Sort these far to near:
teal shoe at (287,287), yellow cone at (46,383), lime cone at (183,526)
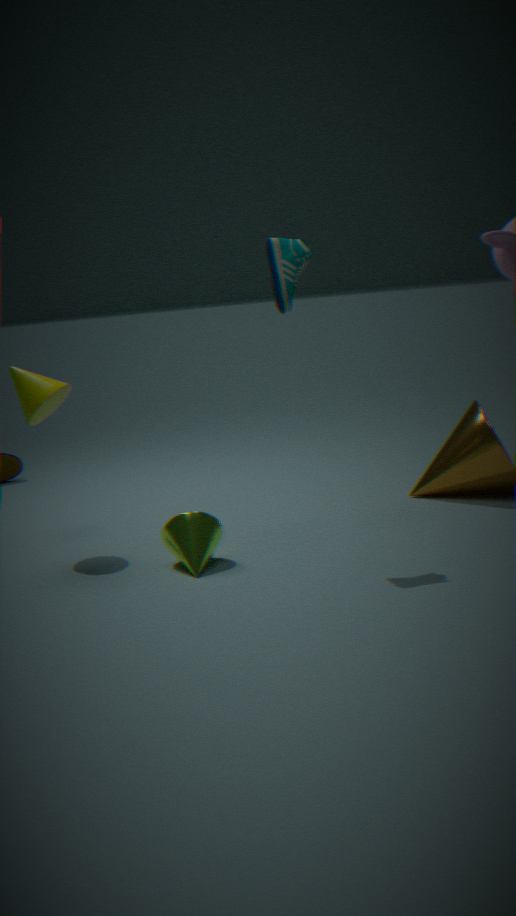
yellow cone at (46,383), lime cone at (183,526), teal shoe at (287,287)
